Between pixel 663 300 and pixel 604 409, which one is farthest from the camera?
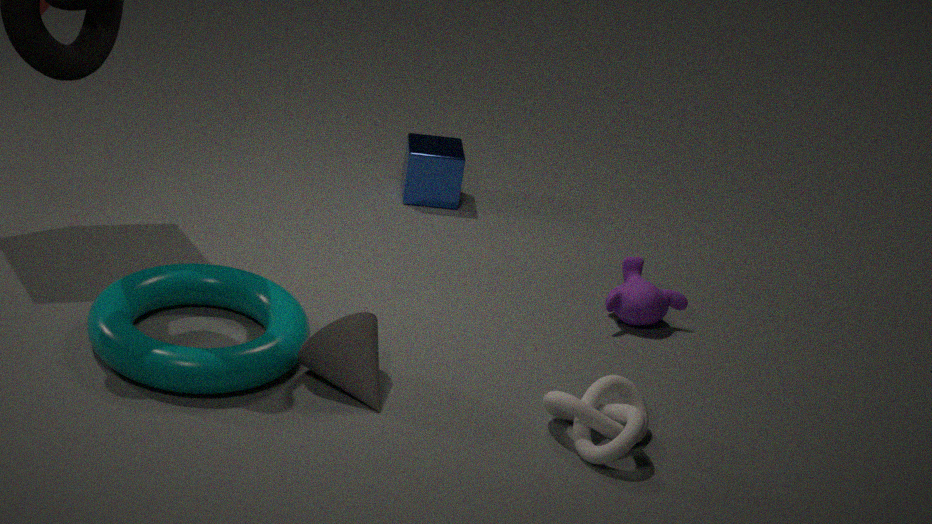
pixel 663 300
